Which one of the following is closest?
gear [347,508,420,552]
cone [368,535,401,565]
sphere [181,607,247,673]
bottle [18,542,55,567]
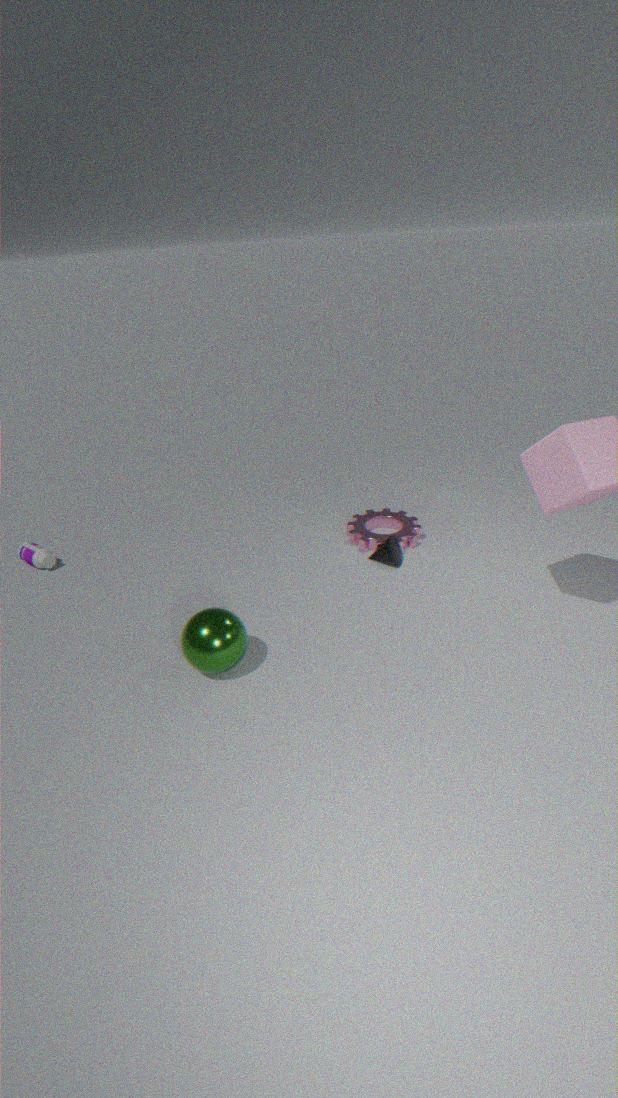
sphere [181,607,247,673]
